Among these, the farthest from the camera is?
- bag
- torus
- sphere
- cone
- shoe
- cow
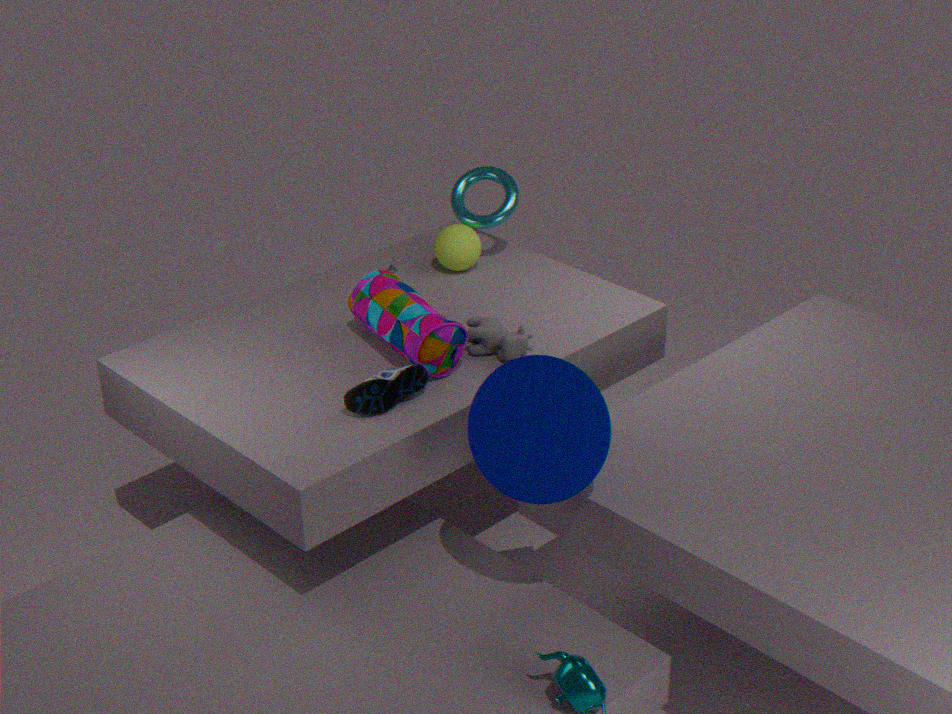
torus
